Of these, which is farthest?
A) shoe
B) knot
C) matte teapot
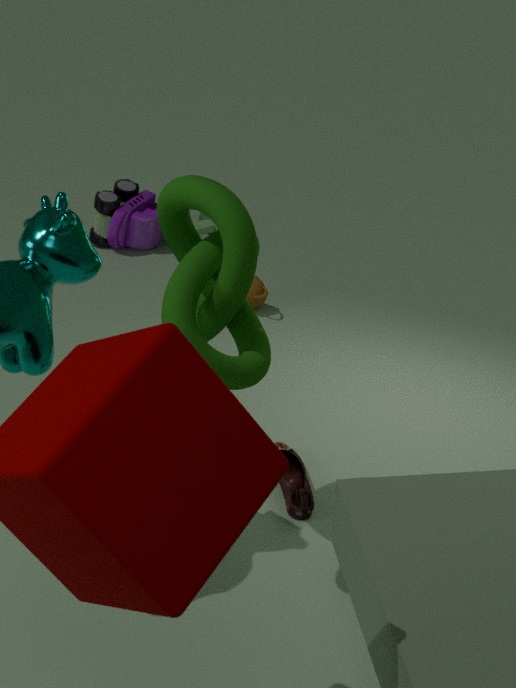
matte teapot
